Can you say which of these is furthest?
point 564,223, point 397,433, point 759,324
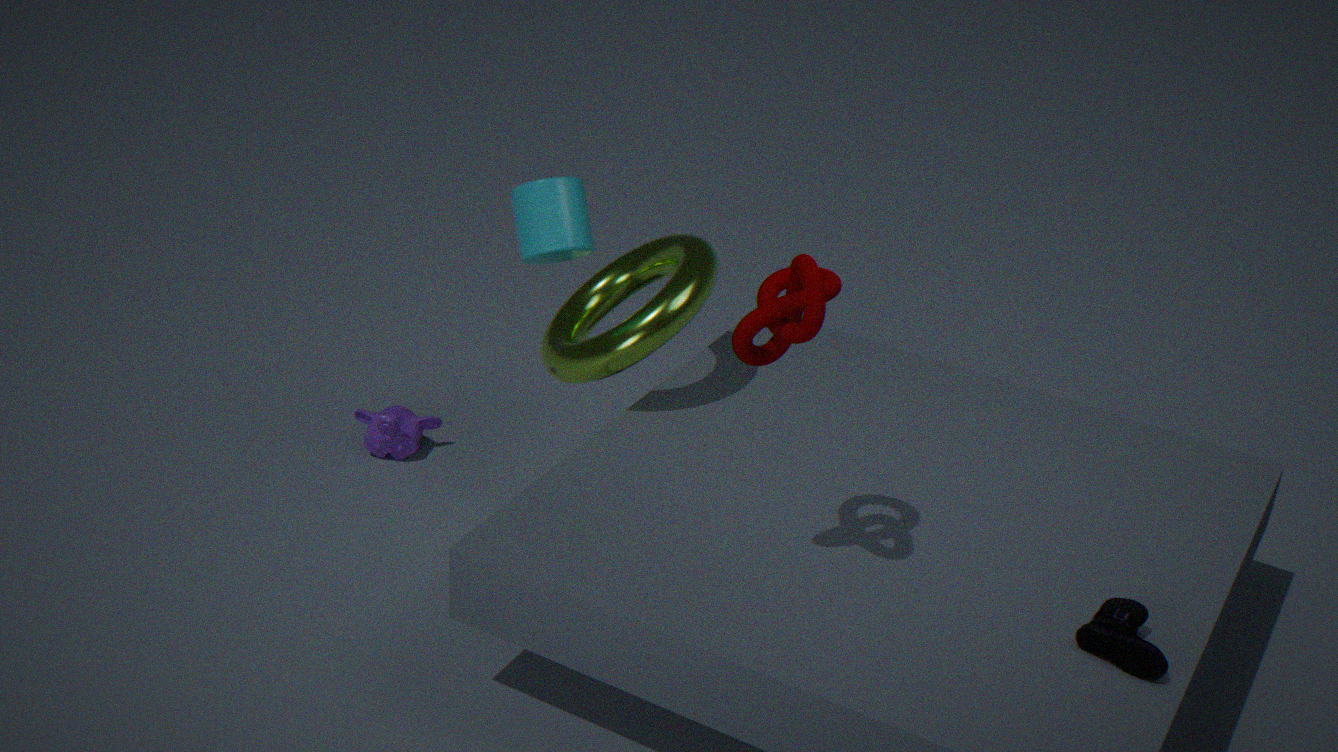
point 397,433
